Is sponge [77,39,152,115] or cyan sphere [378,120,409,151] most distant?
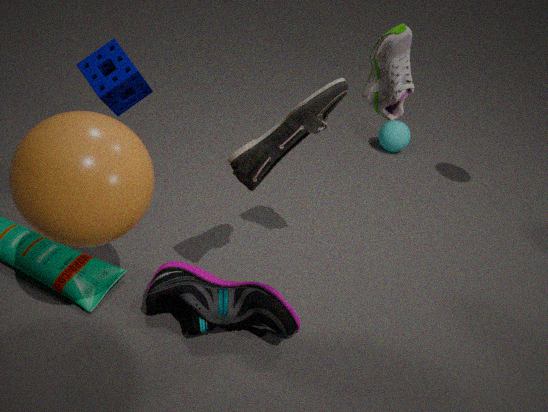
cyan sphere [378,120,409,151]
